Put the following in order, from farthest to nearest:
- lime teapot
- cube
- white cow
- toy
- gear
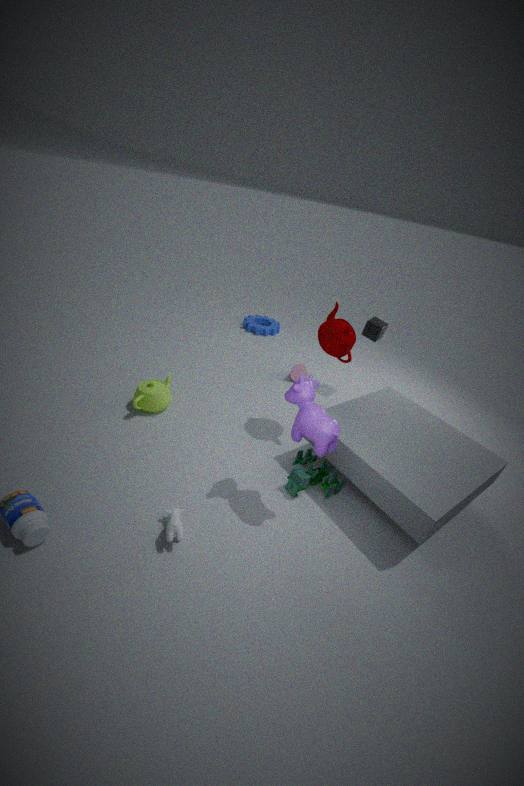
gear < cube < lime teapot < toy < white cow
